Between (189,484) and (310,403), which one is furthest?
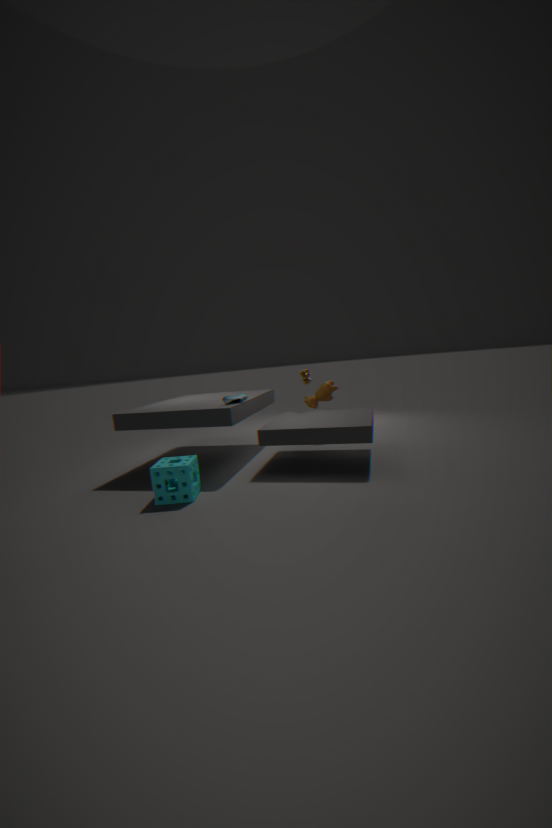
(310,403)
